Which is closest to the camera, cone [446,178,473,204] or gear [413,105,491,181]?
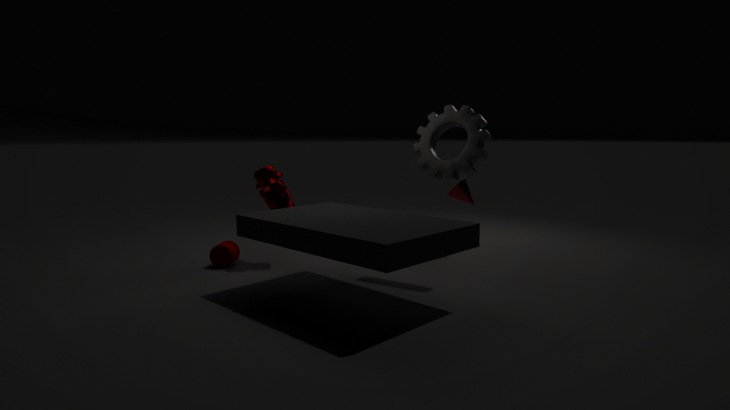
gear [413,105,491,181]
